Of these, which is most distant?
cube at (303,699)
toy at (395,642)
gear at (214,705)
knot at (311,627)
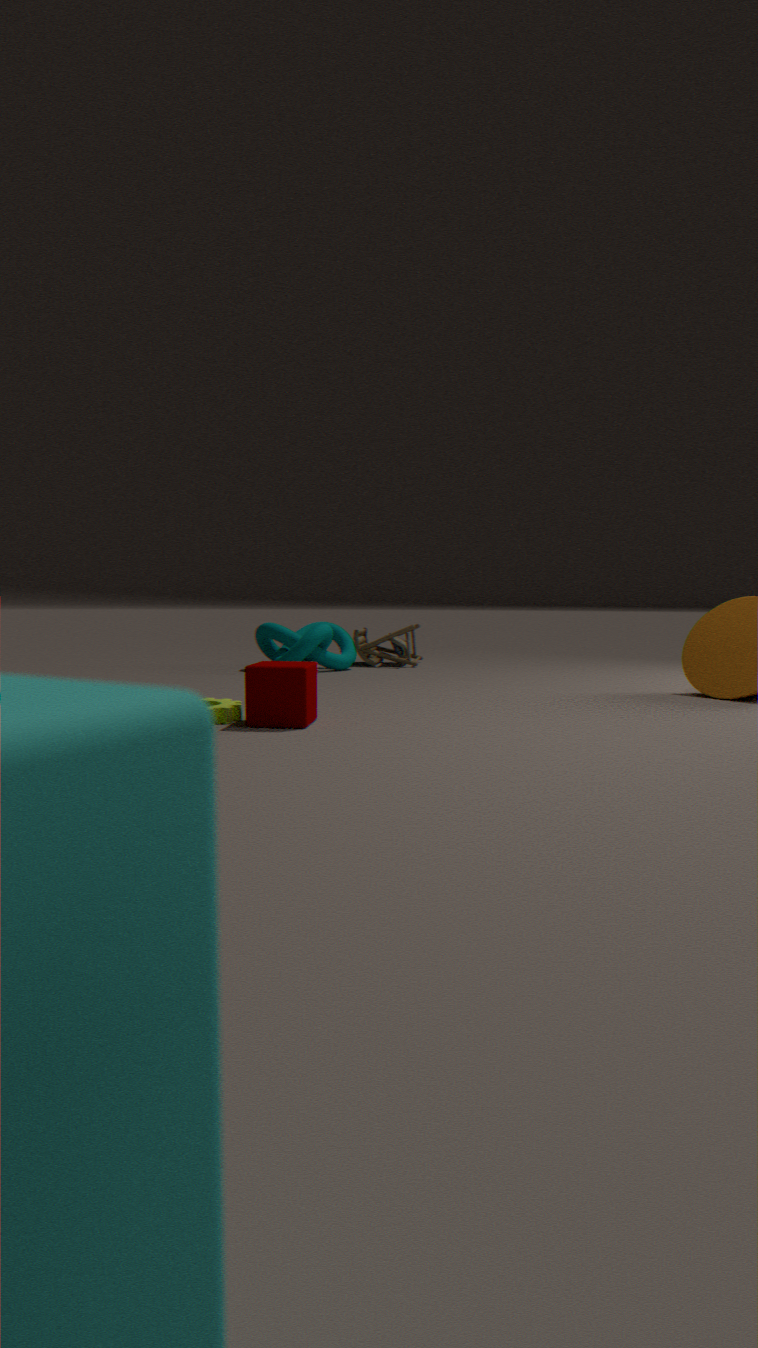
toy at (395,642)
